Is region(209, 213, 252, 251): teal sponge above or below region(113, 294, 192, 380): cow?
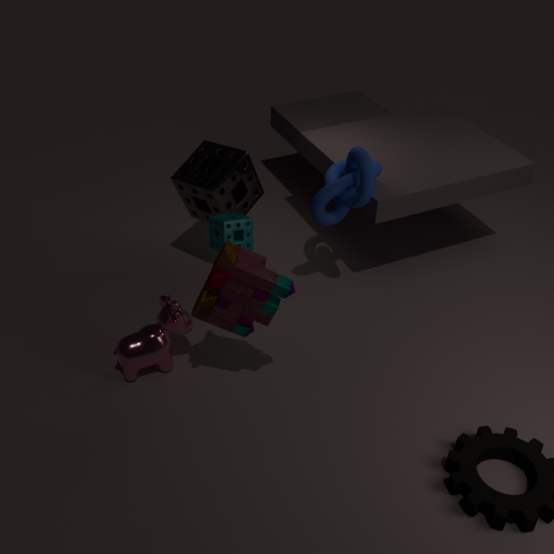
above
